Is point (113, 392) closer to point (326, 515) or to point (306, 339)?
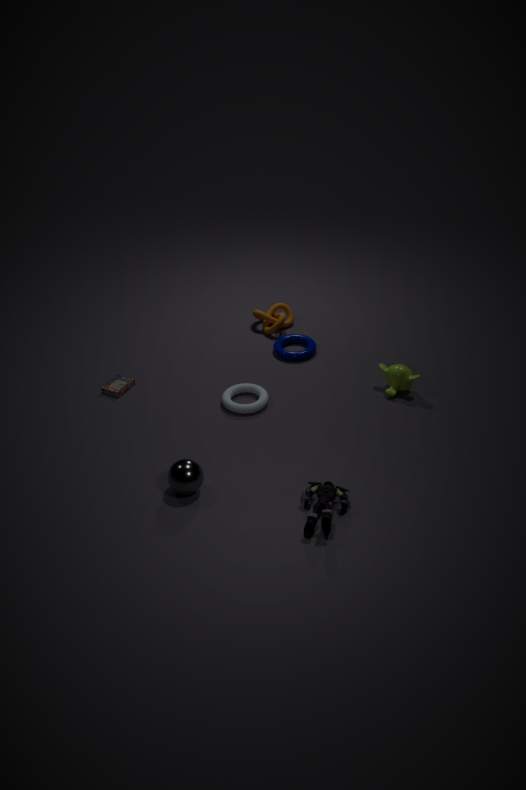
point (306, 339)
